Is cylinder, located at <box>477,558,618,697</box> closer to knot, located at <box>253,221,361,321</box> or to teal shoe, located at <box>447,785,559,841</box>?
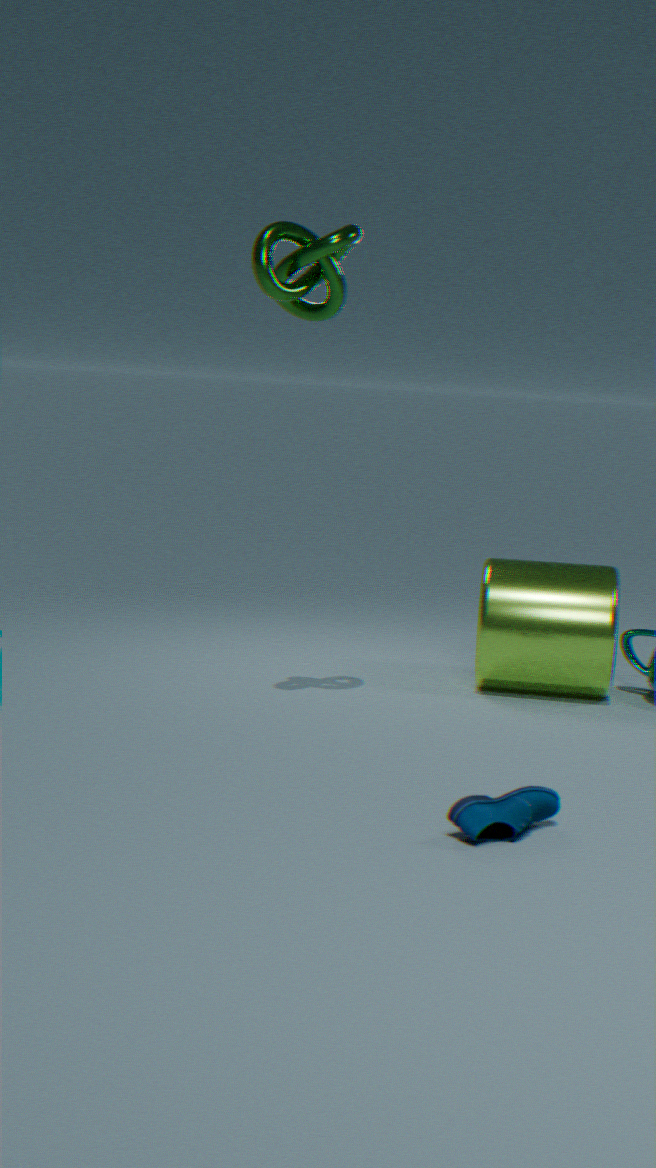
knot, located at <box>253,221,361,321</box>
